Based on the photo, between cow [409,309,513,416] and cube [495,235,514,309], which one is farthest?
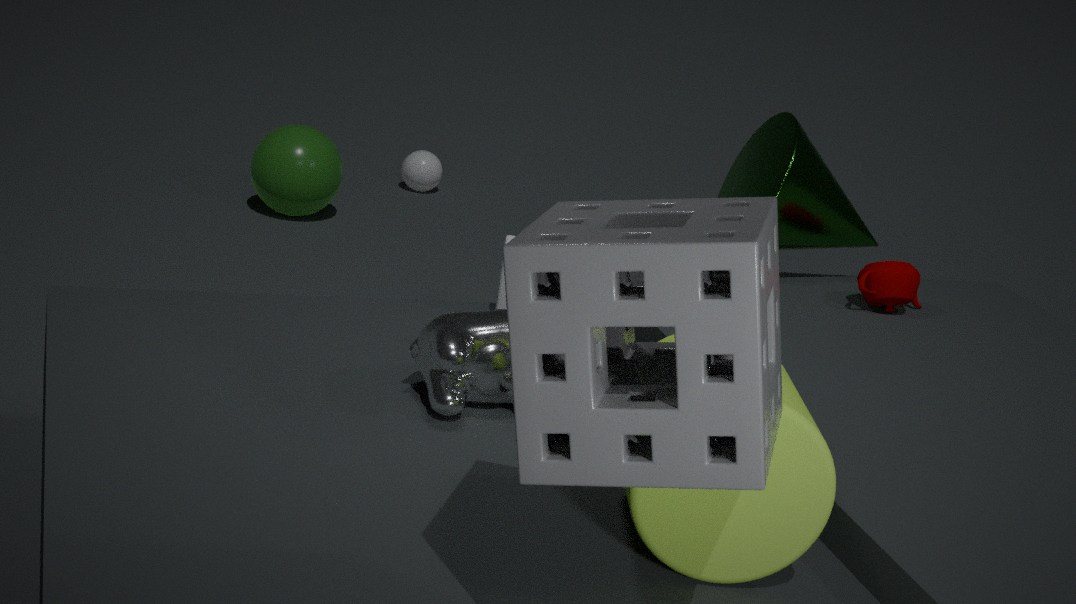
cube [495,235,514,309]
